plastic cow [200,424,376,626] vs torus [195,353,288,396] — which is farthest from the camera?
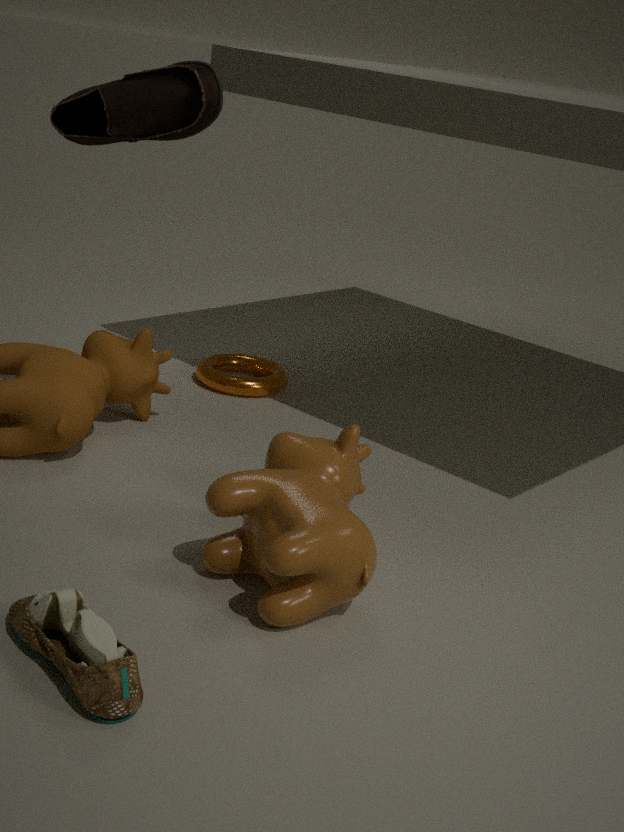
torus [195,353,288,396]
